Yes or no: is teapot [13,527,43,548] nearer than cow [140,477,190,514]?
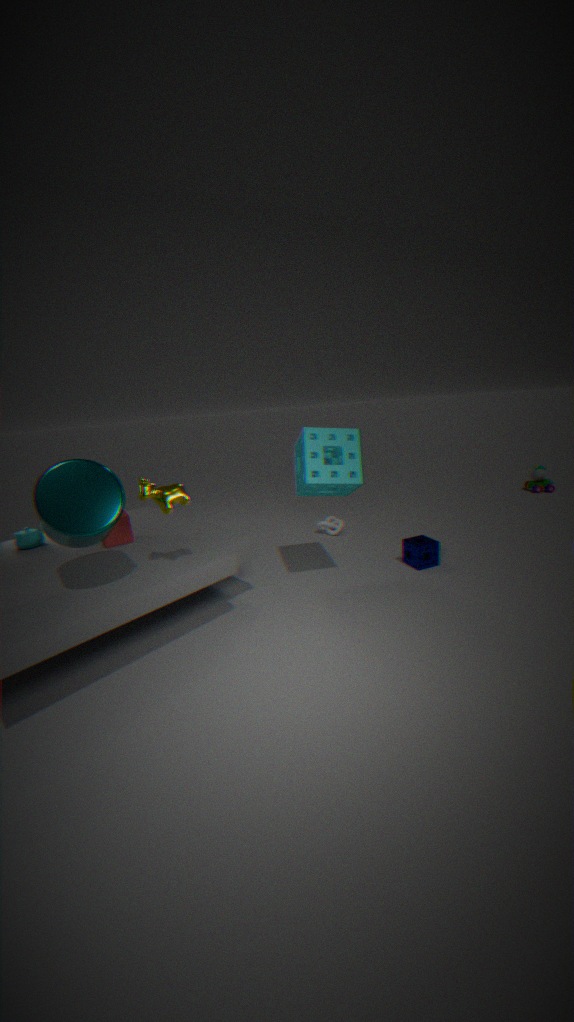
No
